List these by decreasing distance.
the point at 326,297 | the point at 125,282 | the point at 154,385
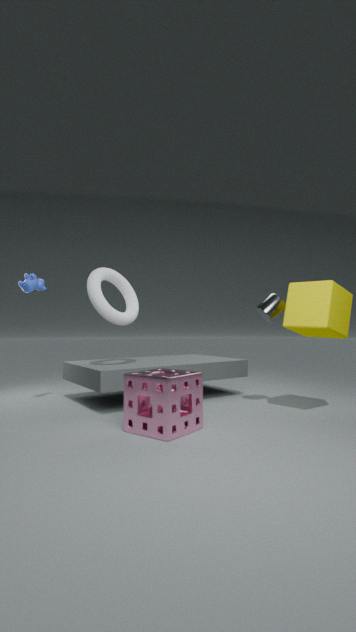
the point at 125,282, the point at 326,297, the point at 154,385
